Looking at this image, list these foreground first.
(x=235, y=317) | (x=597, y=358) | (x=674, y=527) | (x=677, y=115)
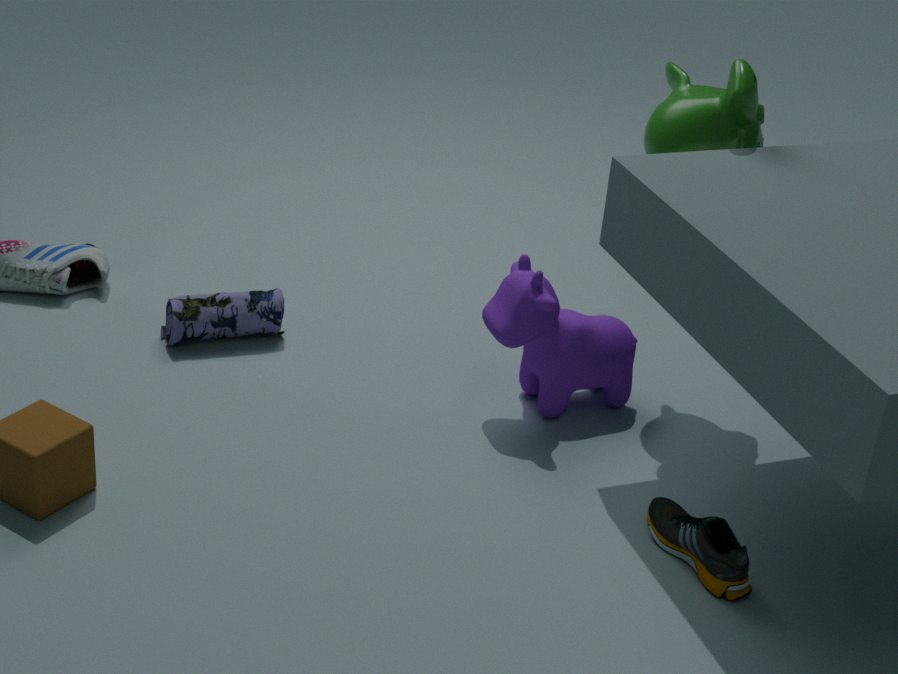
(x=674, y=527)
(x=677, y=115)
(x=597, y=358)
(x=235, y=317)
